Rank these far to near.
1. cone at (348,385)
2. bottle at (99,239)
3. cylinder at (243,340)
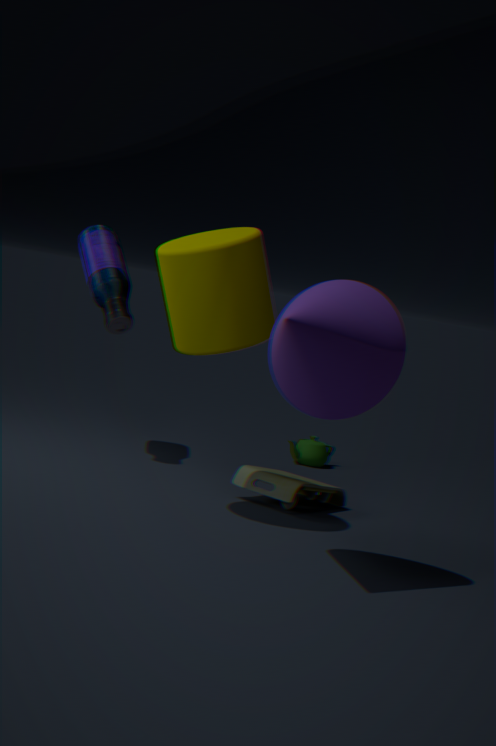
1. bottle at (99,239)
2. cylinder at (243,340)
3. cone at (348,385)
